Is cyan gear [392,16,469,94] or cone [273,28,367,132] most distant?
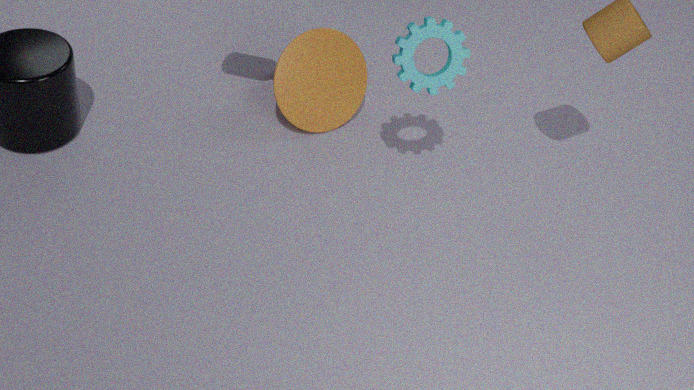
cone [273,28,367,132]
